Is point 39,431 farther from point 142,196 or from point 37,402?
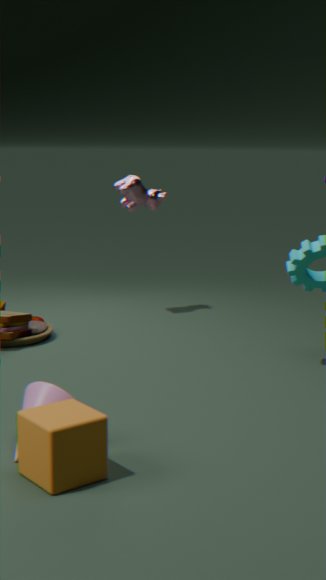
point 142,196
